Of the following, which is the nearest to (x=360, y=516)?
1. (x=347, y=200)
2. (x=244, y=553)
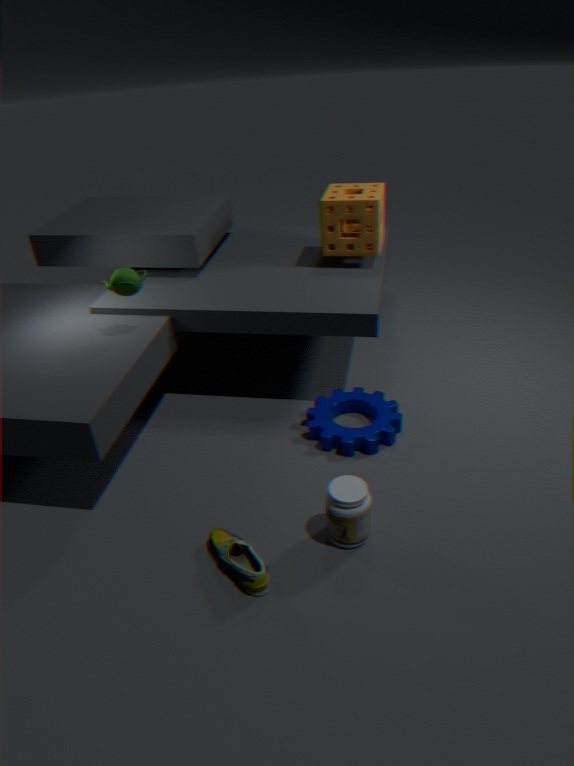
(x=244, y=553)
